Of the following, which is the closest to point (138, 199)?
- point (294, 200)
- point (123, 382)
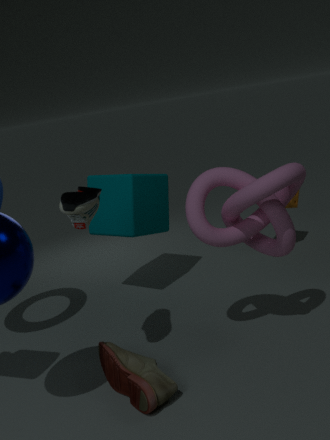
point (294, 200)
